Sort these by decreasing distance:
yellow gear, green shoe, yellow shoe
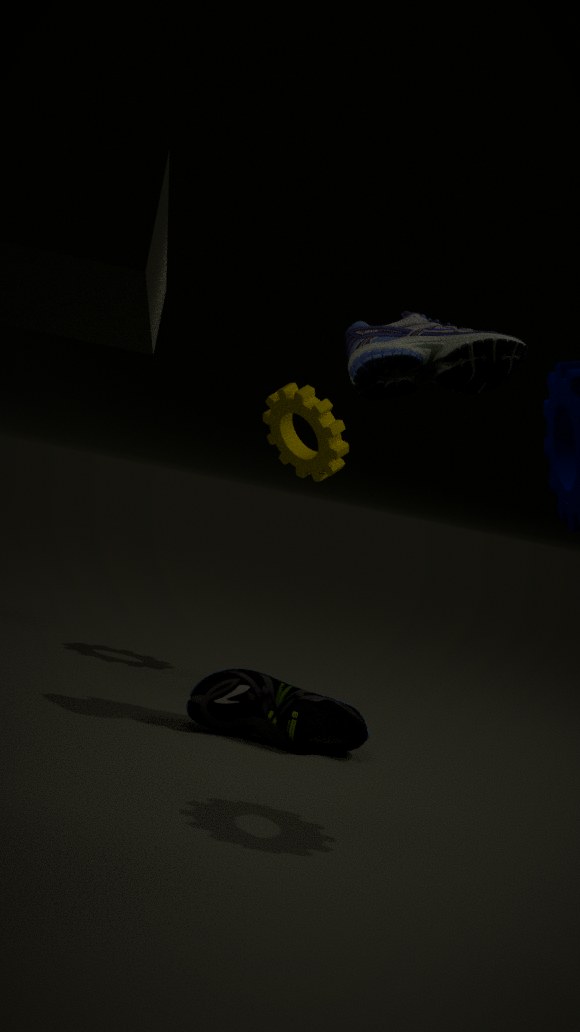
yellow gear < yellow shoe < green shoe
